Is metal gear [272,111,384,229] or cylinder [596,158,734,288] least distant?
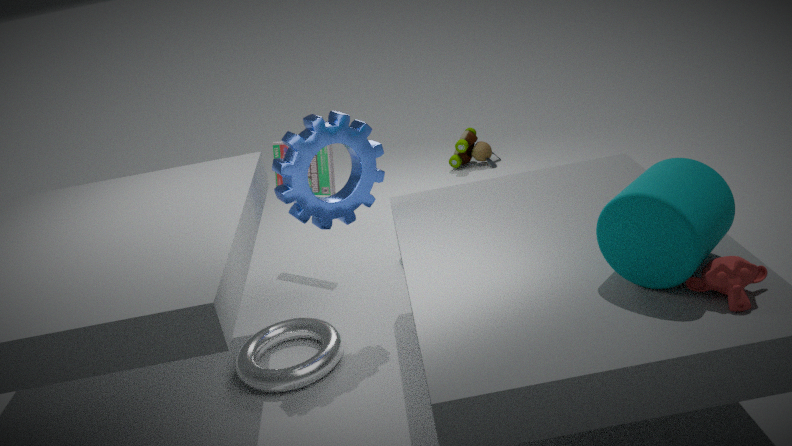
cylinder [596,158,734,288]
